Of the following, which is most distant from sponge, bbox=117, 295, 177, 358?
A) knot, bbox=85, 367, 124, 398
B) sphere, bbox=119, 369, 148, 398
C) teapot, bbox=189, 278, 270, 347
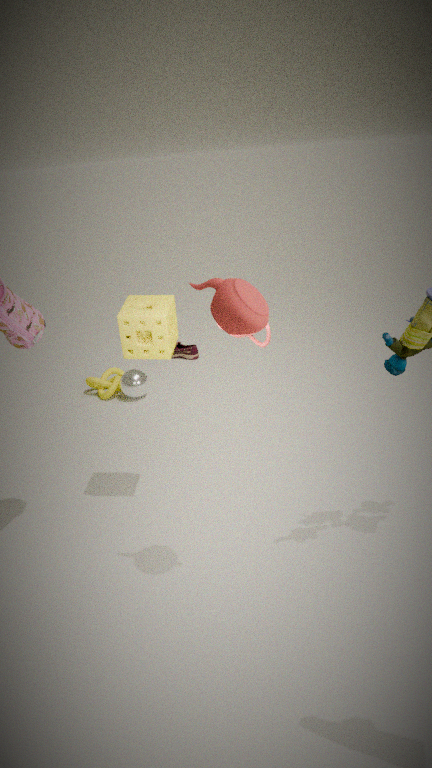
knot, bbox=85, 367, 124, 398
